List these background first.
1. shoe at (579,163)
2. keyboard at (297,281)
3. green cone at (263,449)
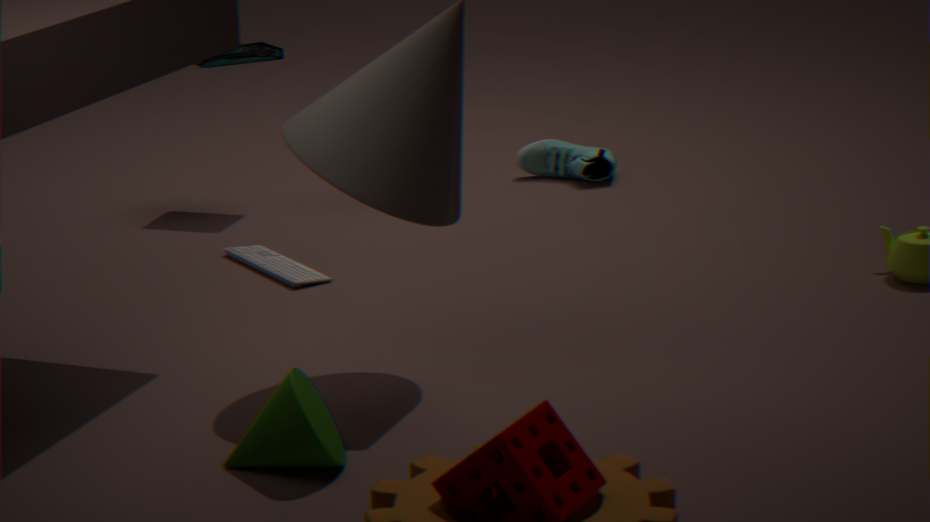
shoe at (579,163), keyboard at (297,281), green cone at (263,449)
